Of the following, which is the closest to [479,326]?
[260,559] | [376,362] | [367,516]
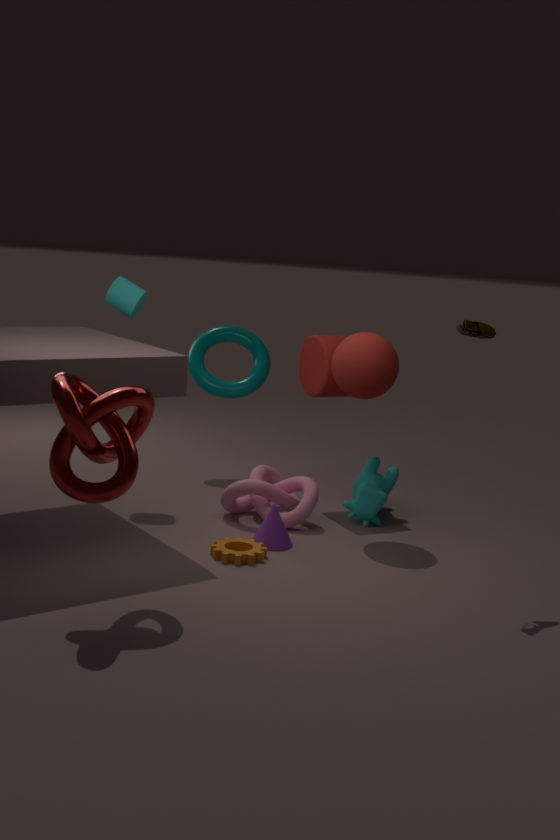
[376,362]
